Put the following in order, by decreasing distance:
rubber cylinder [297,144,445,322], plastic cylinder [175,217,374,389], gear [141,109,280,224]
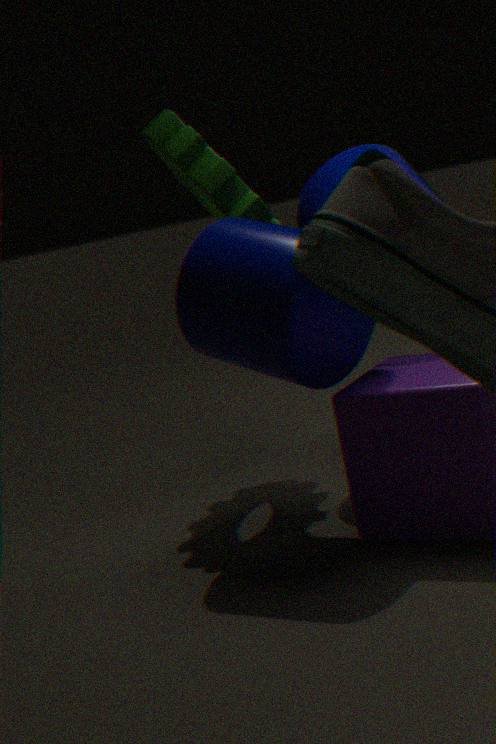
gear [141,109,280,224] < rubber cylinder [297,144,445,322] < plastic cylinder [175,217,374,389]
